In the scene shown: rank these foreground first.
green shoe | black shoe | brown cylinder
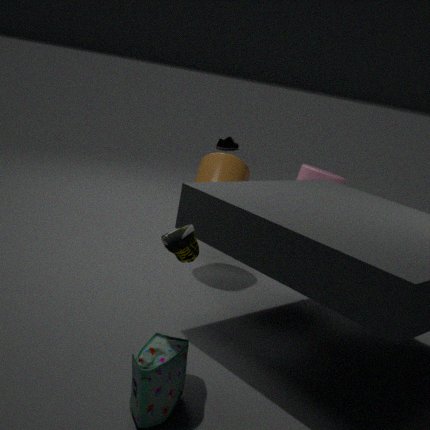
green shoe
brown cylinder
black shoe
